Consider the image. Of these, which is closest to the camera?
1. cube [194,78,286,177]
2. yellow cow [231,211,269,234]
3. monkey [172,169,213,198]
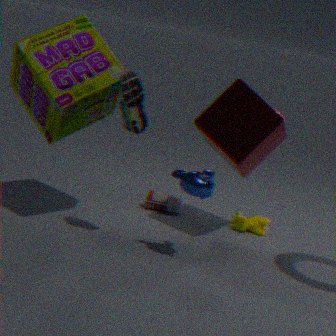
monkey [172,169,213,198]
